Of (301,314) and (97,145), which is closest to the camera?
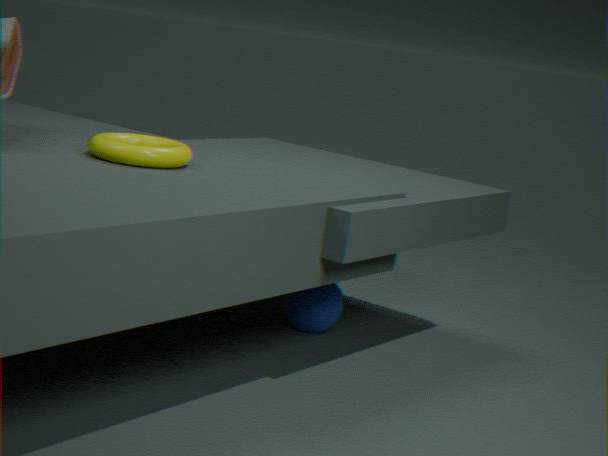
(97,145)
